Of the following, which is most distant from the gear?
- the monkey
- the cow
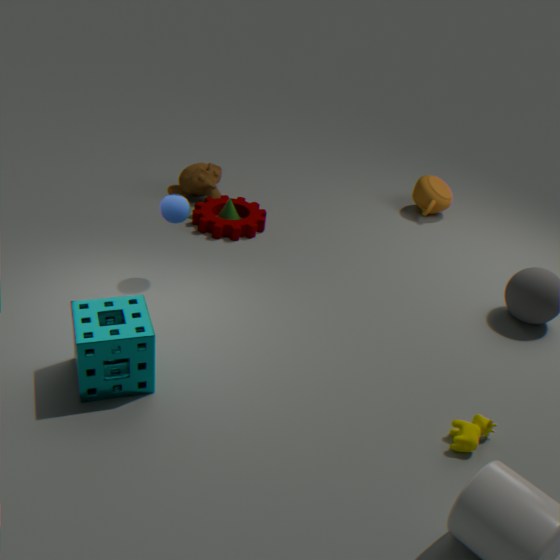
the cow
